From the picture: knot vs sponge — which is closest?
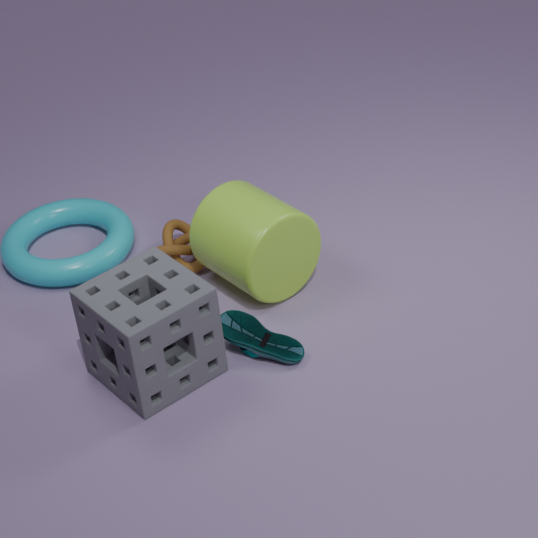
sponge
